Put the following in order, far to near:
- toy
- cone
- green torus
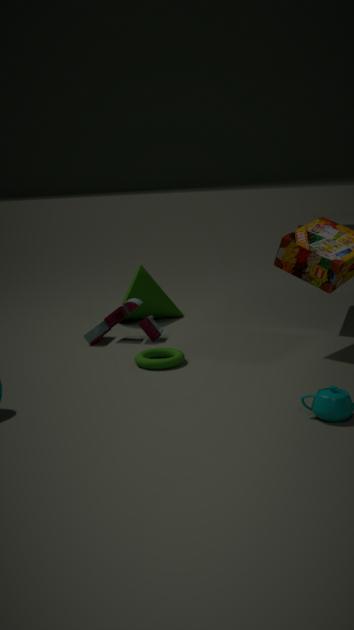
cone, toy, green torus
